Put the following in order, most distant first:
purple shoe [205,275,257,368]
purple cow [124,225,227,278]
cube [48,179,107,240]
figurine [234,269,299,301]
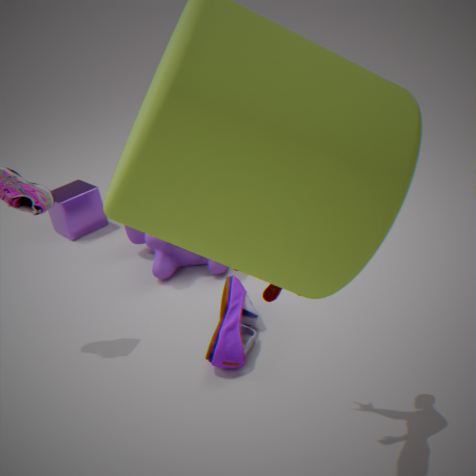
cube [48,179,107,240], purple cow [124,225,227,278], purple shoe [205,275,257,368], figurine [234,269,299,301]
